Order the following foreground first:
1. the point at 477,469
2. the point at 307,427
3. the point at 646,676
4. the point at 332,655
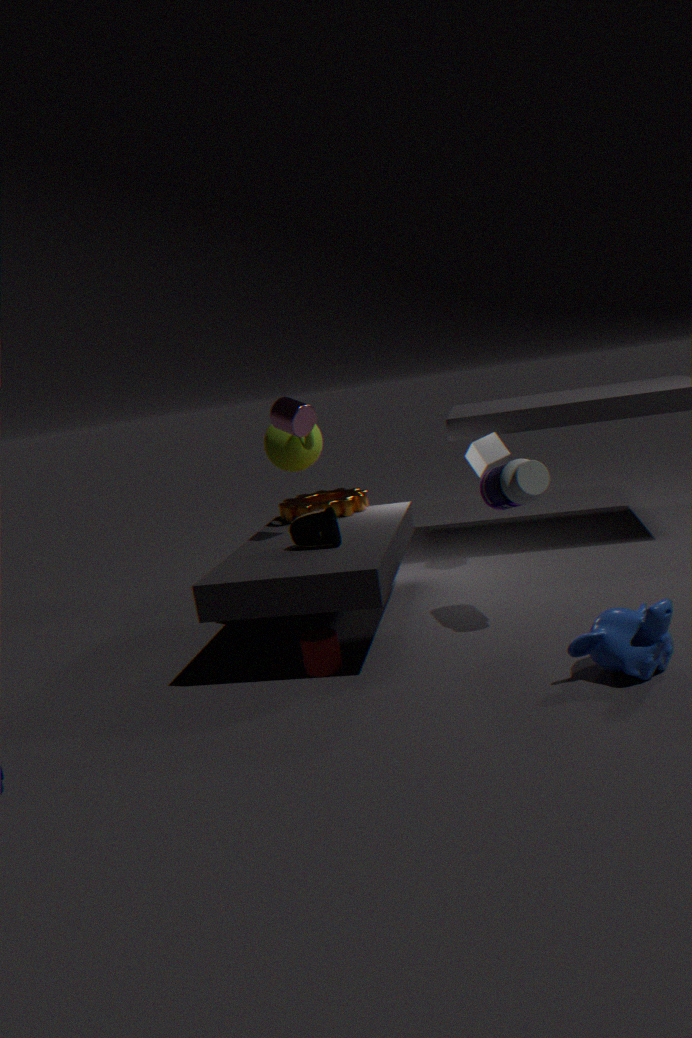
1. the point at 646,676
2. the point at 332,655
3. the point at 307,427
4. the point at 477,469
